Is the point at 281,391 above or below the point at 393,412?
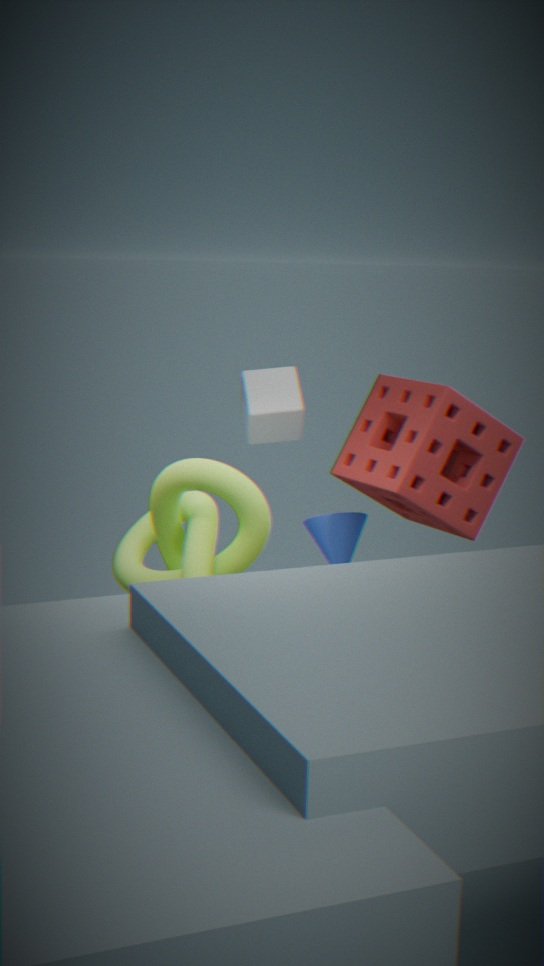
above
